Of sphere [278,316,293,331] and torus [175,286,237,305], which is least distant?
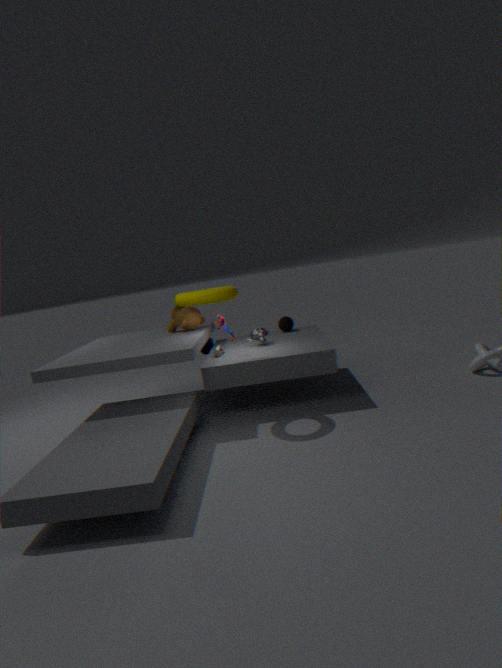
torus [175,286,237,305]
